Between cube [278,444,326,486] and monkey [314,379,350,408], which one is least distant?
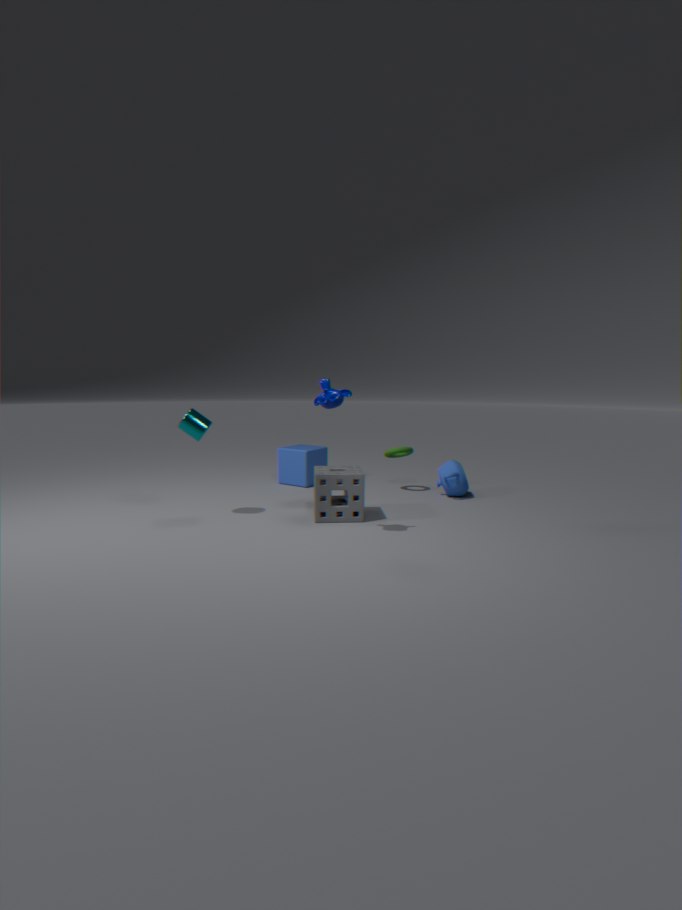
monkey [314,379,350,408]
